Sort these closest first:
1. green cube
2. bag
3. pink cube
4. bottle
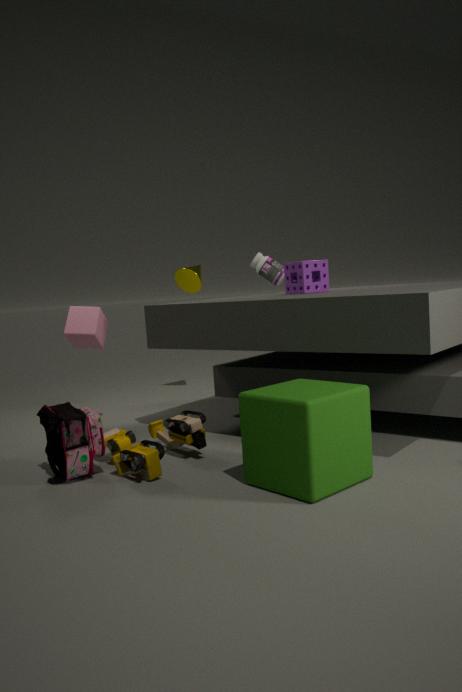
1. green cube
2. bag
3. pink cube
4. bottle
